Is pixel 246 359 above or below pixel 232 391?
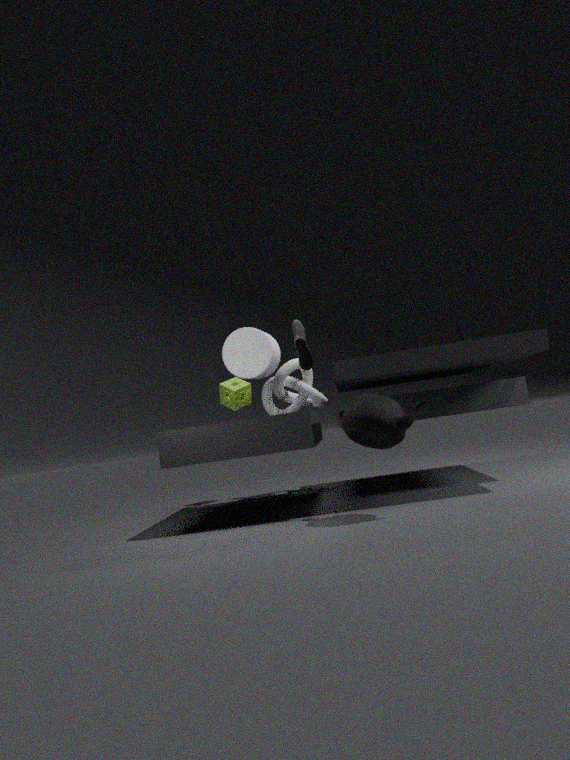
above
